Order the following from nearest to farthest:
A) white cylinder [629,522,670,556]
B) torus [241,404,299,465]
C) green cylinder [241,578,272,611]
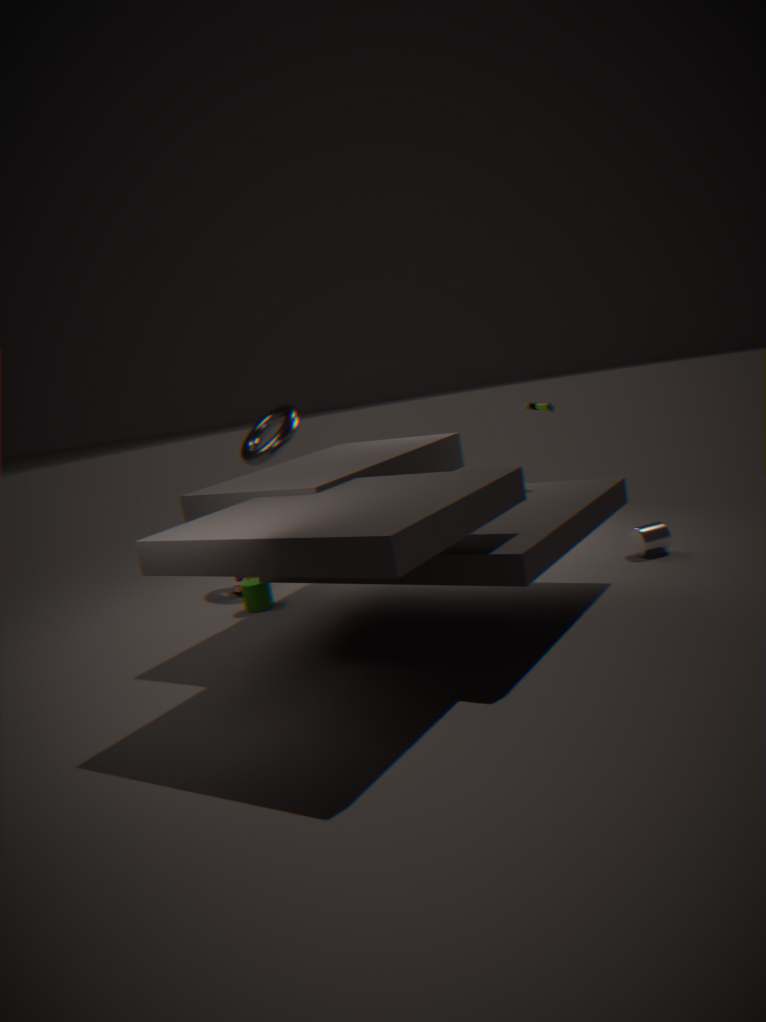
white cylinder [629,522,670,556], green cylinder [241,578,272,611], torus [241,404,299,465]
